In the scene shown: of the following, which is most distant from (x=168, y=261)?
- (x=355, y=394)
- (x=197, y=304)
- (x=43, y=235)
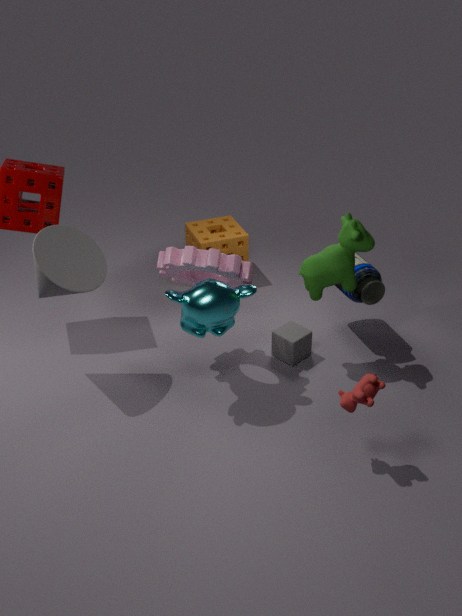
(x=355, y=394)
